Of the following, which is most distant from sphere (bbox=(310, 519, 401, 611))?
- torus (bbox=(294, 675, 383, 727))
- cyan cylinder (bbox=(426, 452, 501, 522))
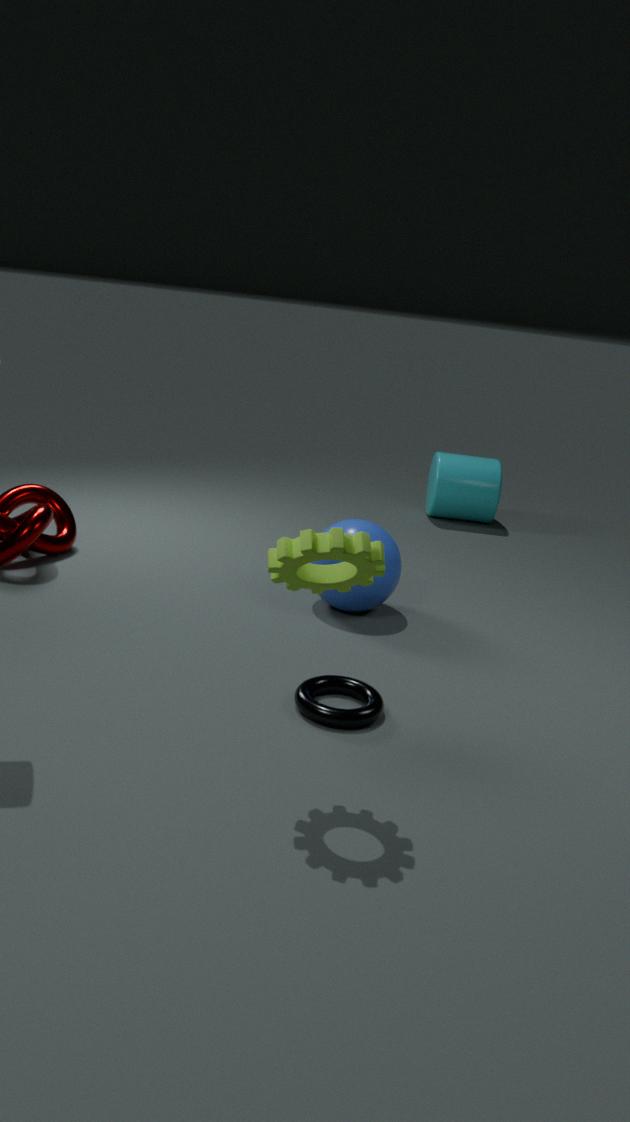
Answer: cyan cylinder (bbox=(426, 452, 501, 522))
